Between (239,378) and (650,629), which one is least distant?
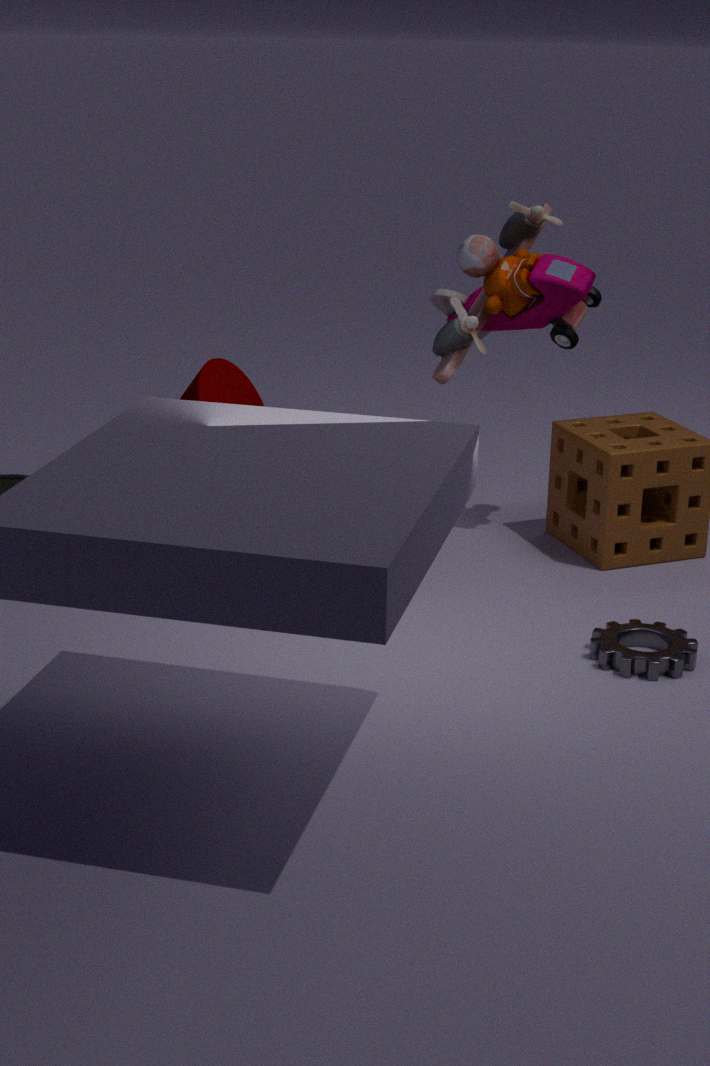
(650,629)
